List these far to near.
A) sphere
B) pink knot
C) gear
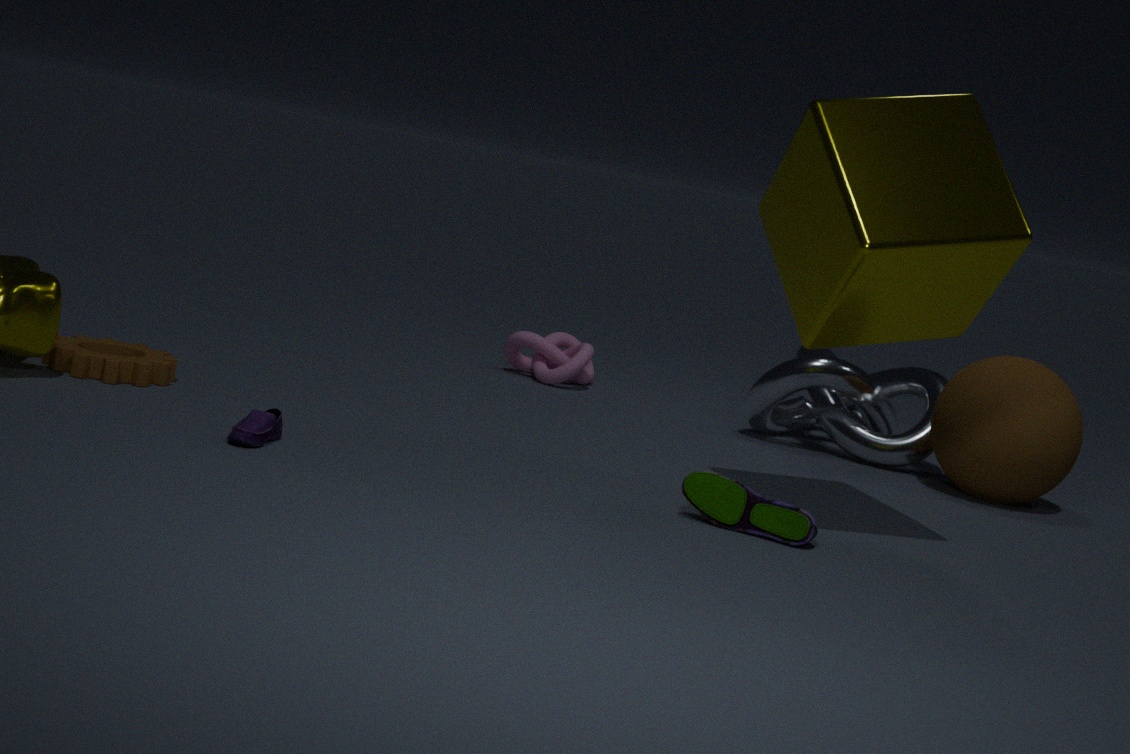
pink knot → sphere → gear
